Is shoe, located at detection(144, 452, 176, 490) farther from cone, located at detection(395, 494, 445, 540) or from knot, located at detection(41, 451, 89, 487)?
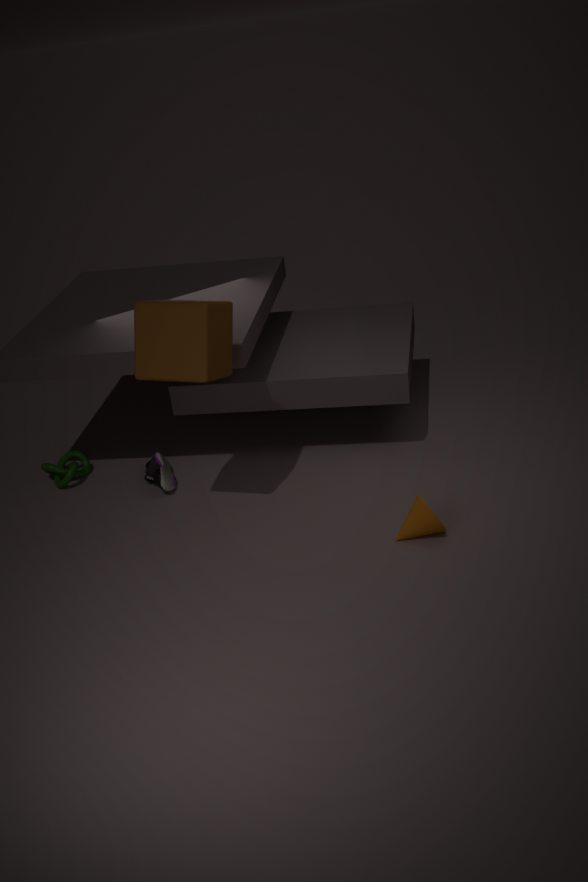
cone, located at detection(395, 494, 445, 540)
